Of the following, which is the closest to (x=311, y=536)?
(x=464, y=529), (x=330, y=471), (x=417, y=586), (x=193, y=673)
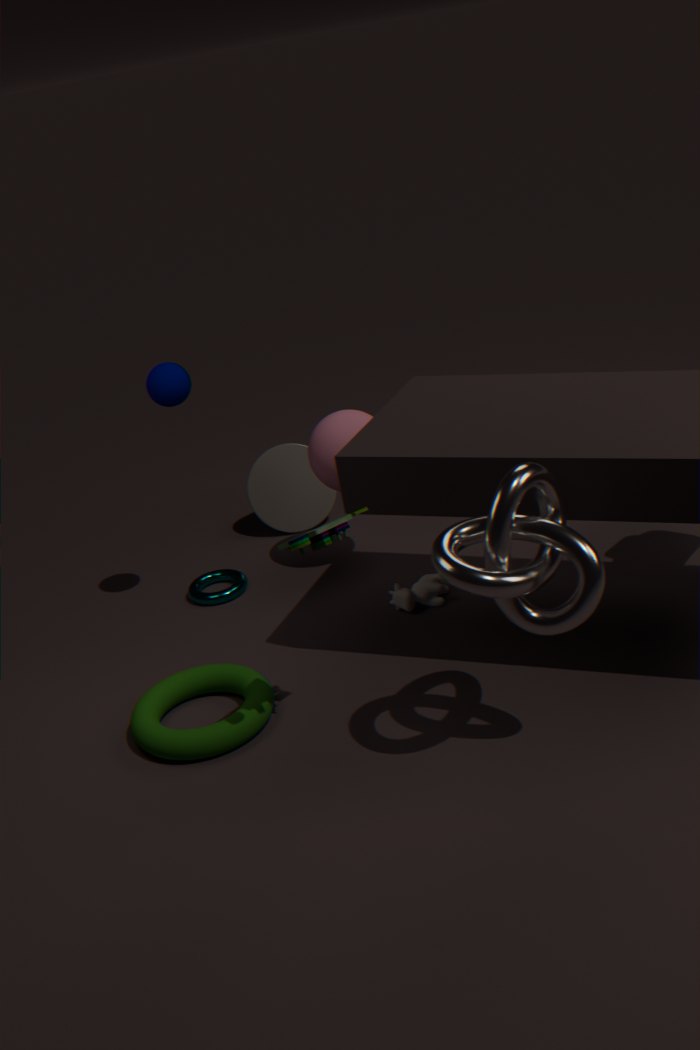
(x=464, y=529)
